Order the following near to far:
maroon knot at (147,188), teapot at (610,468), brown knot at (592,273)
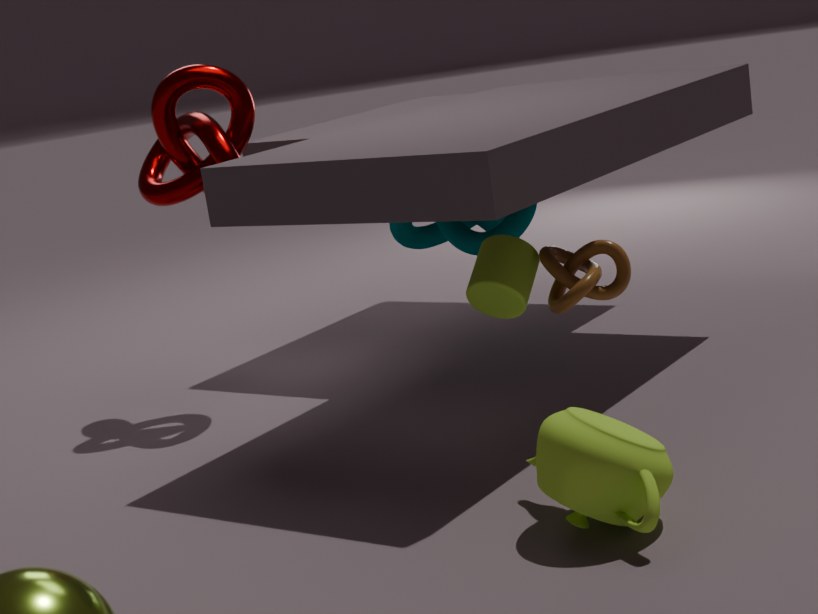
teapot at (610,468) → brown knot at (592,273) → maroon knot at (147,188)
